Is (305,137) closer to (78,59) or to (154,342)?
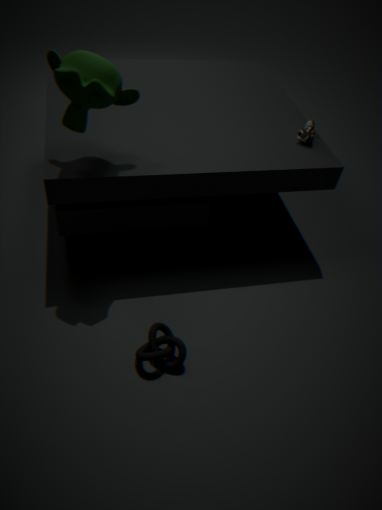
(78,59)
